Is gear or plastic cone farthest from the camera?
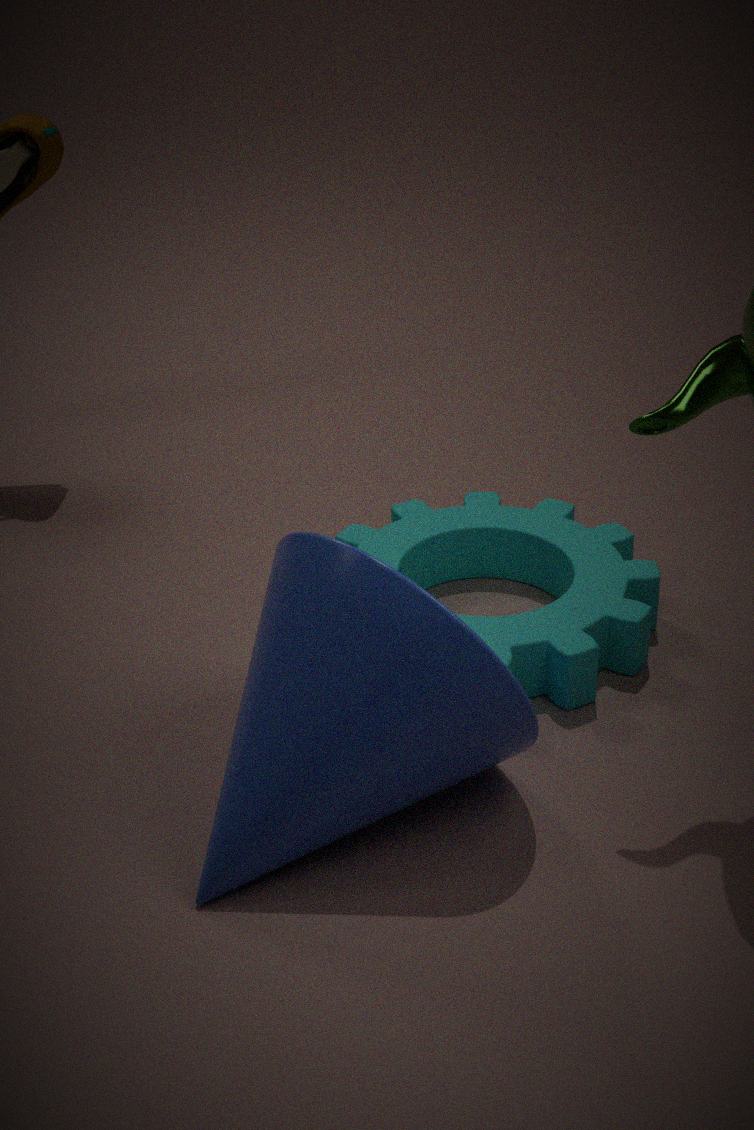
gear
